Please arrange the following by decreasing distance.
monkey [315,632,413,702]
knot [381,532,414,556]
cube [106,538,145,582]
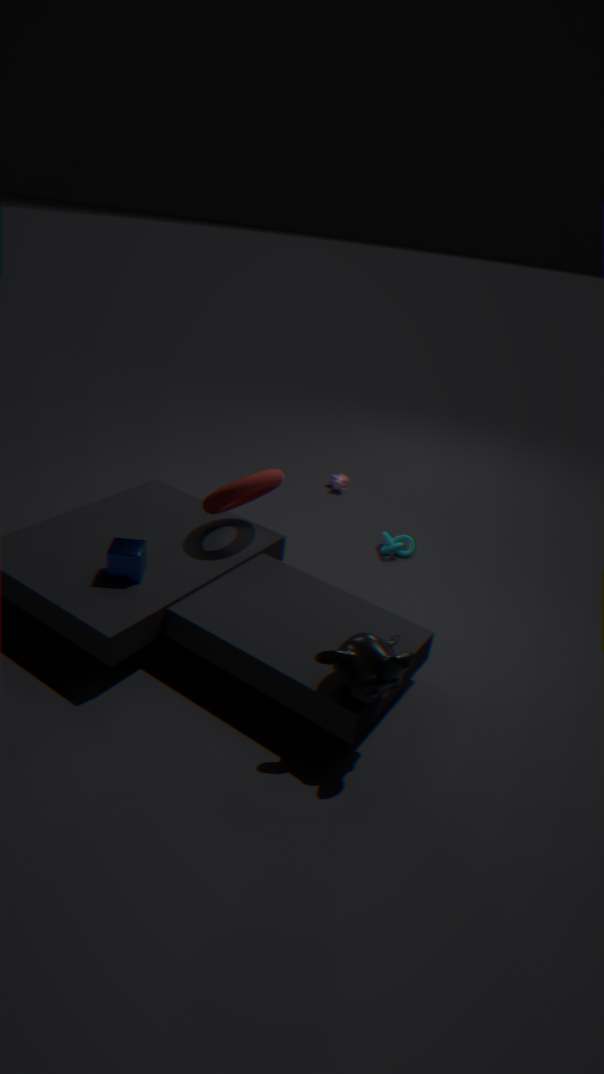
knot [381,532,414,556] → cube [106,538,145,582] → monkey [315,632,413,702]
